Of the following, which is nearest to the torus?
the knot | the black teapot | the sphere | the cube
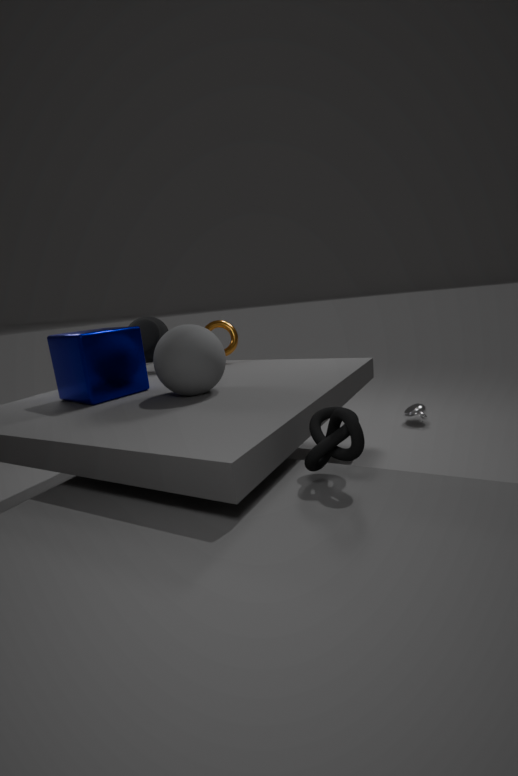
the black teapot
